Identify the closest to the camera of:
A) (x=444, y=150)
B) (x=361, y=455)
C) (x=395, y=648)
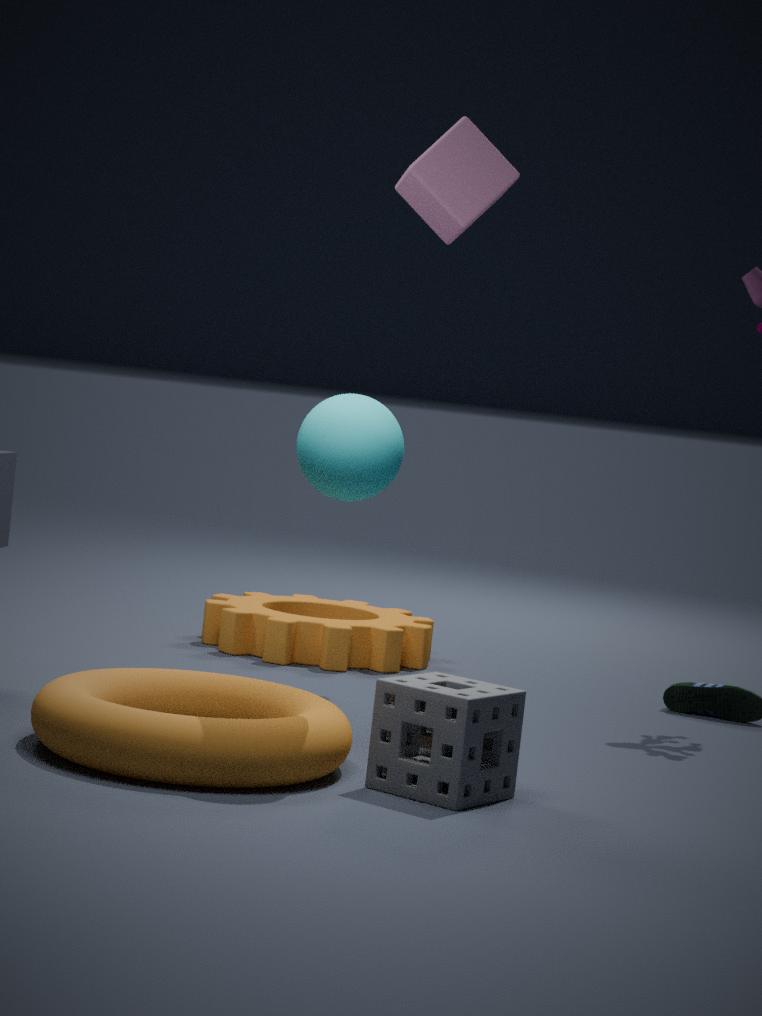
(x=361, y=455)
